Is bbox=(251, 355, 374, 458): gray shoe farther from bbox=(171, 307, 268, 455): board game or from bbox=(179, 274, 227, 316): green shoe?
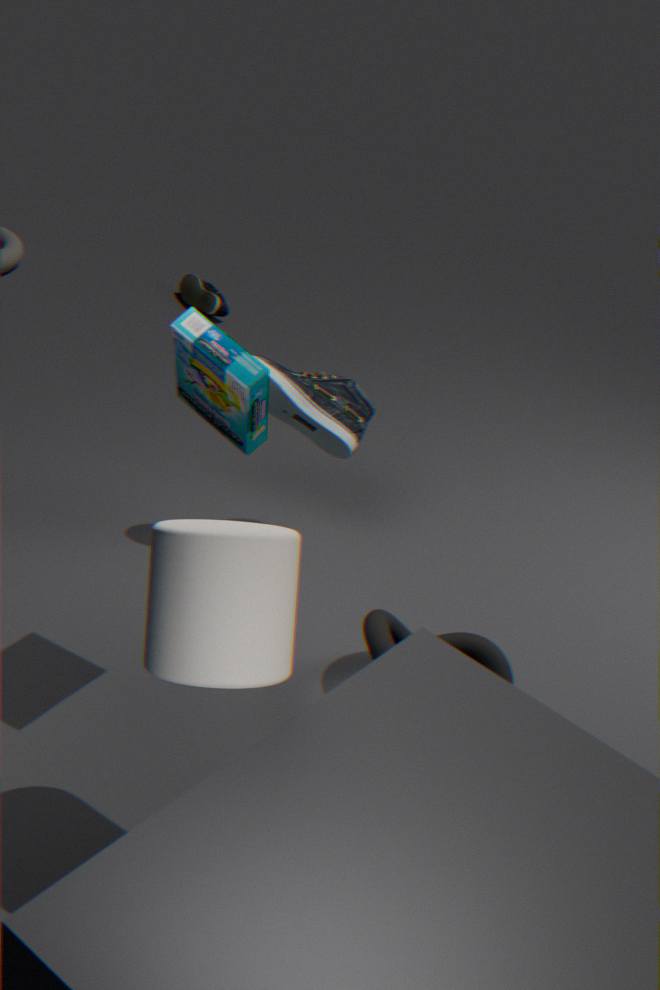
bbox=(179, 274, 227, 316): green shoe
